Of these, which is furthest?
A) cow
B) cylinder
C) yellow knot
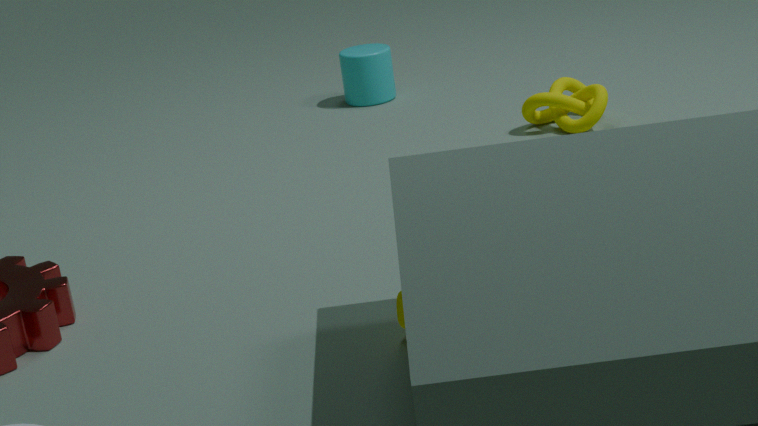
cylinder
